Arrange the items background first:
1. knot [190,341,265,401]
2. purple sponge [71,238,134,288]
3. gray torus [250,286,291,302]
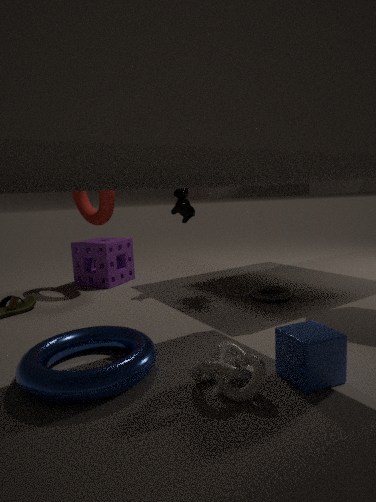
purple sponge [71,238,134,288]
gray torus [250,286,291,302]
knot [190,341,265,401]
